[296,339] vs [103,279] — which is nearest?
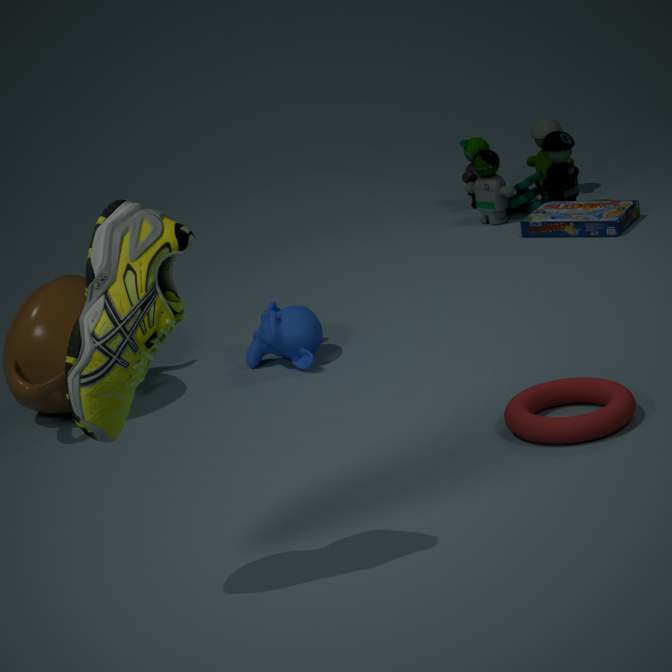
[103,279]
